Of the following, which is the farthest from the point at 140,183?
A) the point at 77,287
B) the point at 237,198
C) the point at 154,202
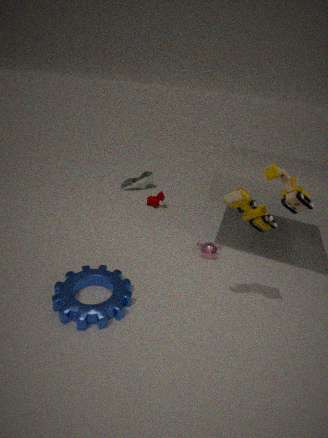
the point at 237,198
